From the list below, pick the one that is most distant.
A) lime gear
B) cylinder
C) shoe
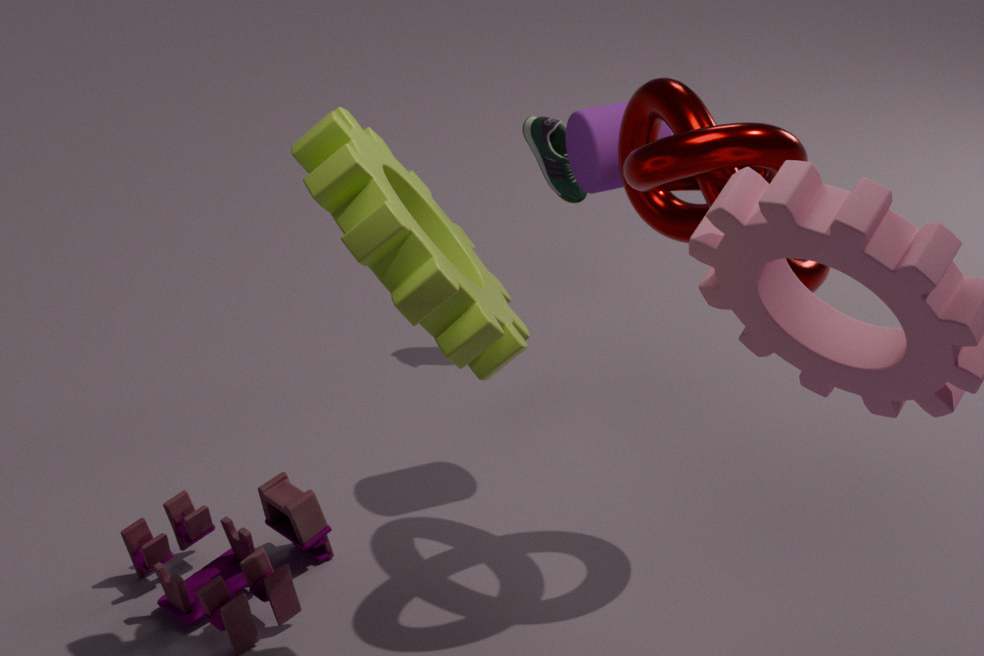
shoe
